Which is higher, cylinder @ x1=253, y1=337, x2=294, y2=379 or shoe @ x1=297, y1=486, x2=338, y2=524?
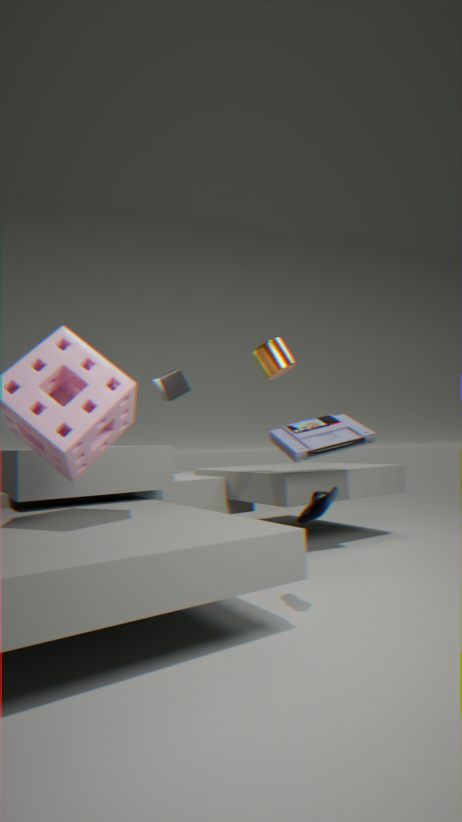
cylinder @ x1=253, y1=337, x2=294, y2=379
